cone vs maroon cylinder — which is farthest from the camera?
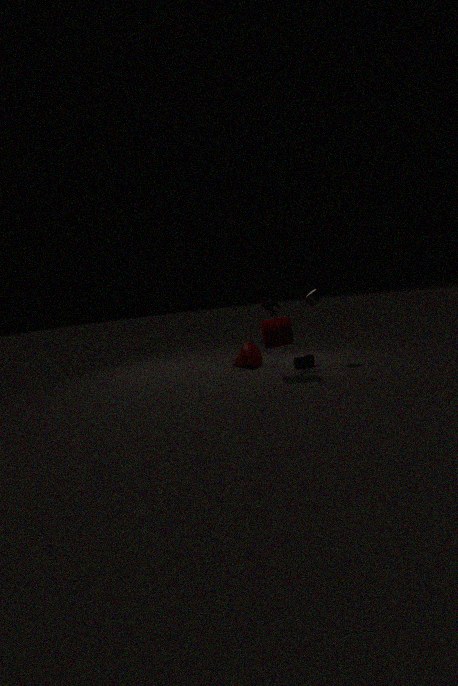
cone
